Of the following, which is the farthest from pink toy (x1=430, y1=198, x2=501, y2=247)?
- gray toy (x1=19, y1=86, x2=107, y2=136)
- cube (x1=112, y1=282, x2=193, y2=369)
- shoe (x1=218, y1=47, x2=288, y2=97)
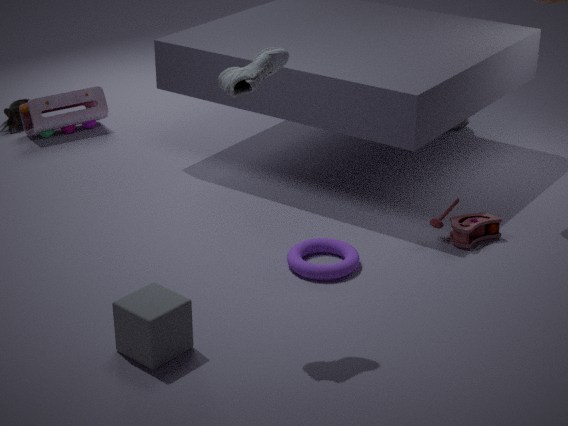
gray toy (x1=19, y1=86, x2=107, y2=136)
